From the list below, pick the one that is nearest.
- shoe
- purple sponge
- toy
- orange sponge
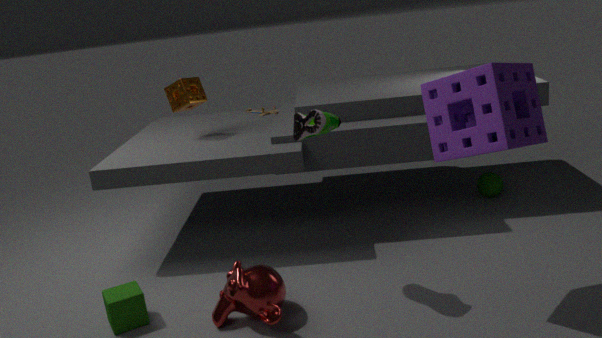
purple sponge
